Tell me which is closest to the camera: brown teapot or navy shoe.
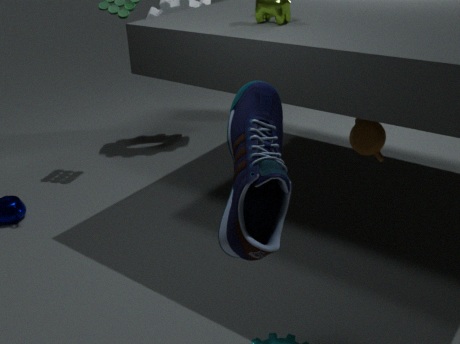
navy shoe
